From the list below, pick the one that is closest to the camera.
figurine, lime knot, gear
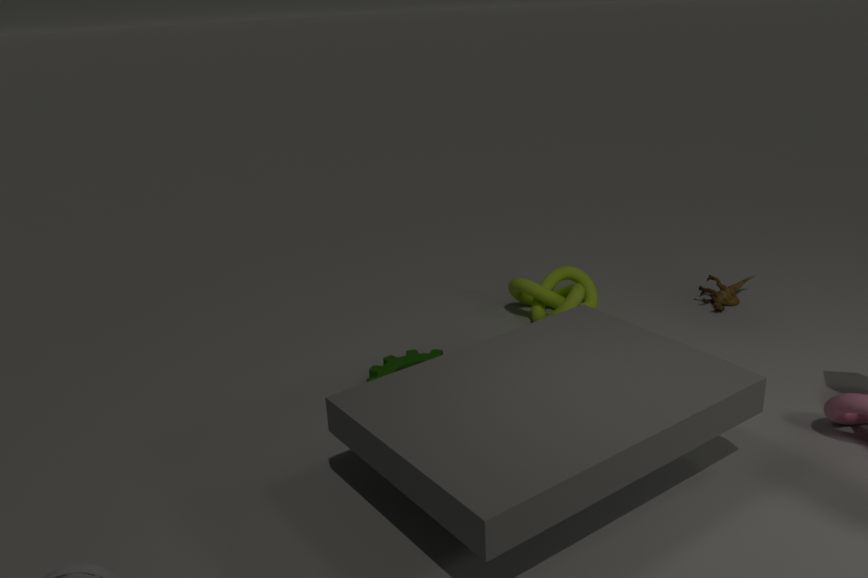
gear
